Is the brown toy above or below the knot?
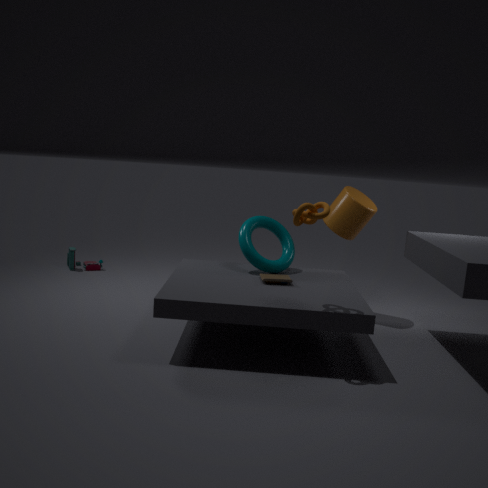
below
